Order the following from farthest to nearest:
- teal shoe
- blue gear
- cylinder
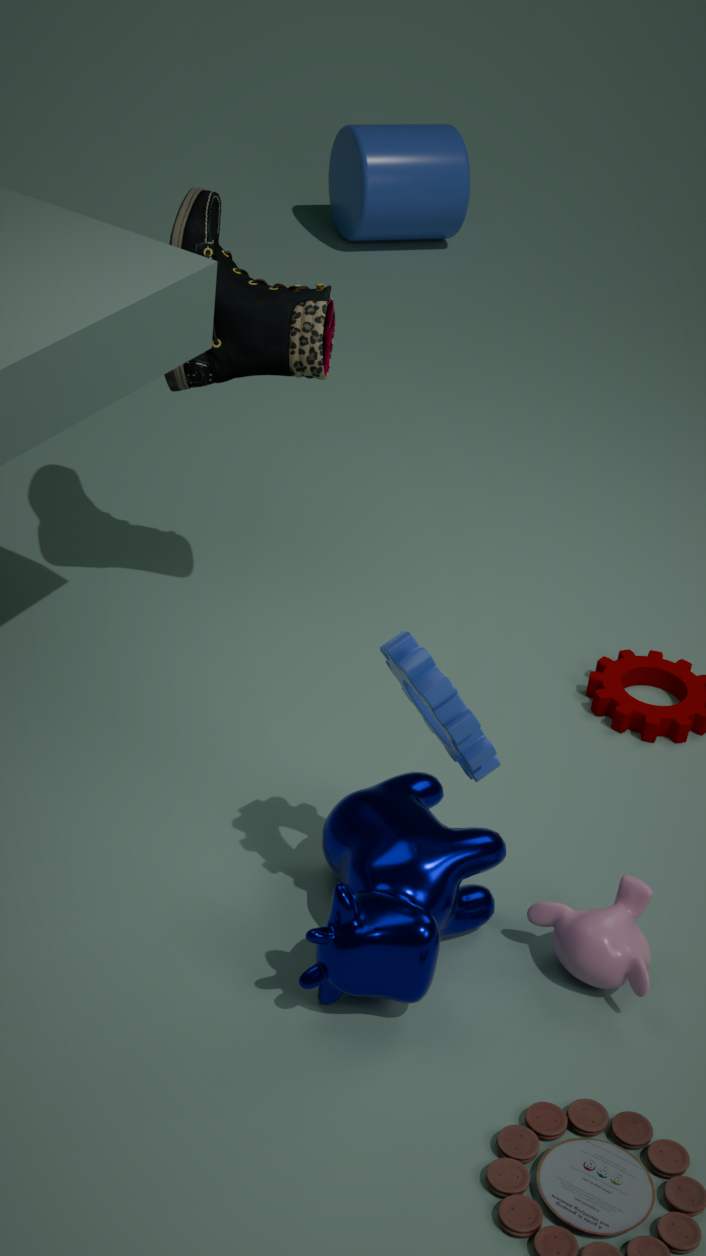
cylinder, teal shoe, blue gear
